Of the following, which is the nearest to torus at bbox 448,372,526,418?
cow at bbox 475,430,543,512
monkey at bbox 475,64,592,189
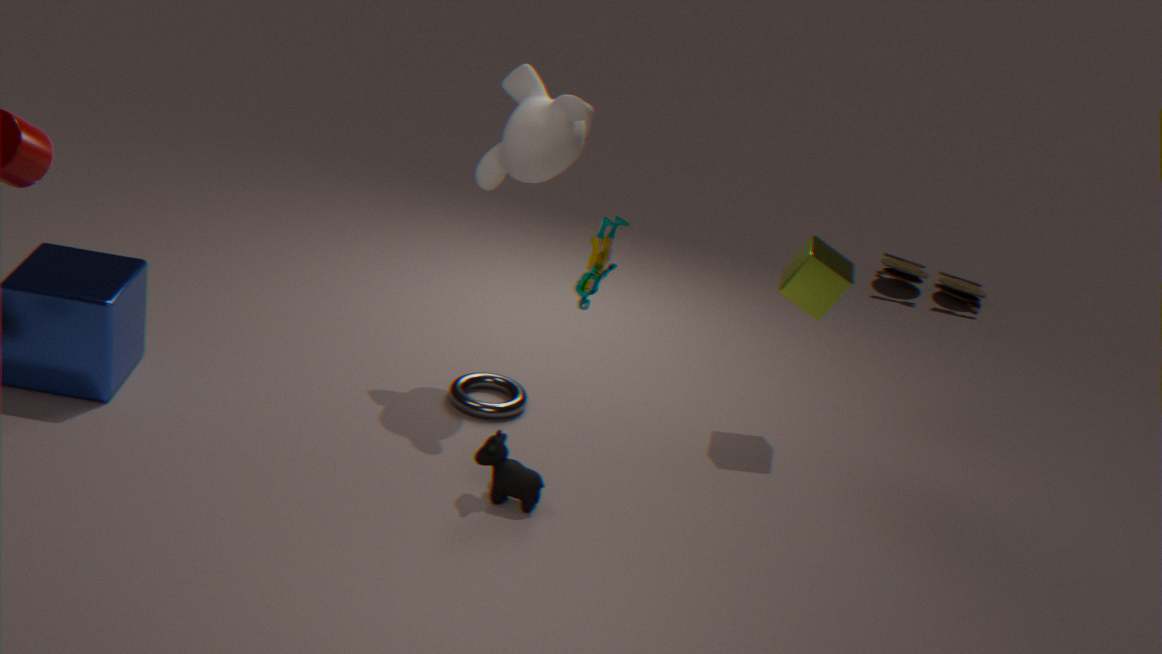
cow at bbox 475,430,543,512
